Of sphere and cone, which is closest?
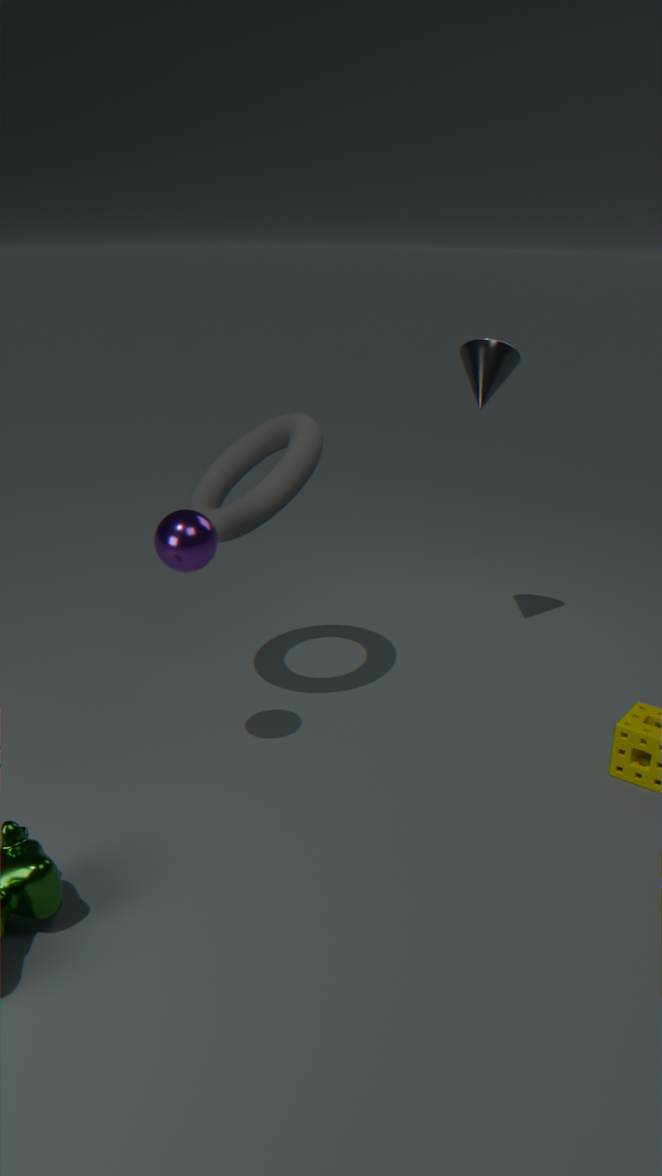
sphere
